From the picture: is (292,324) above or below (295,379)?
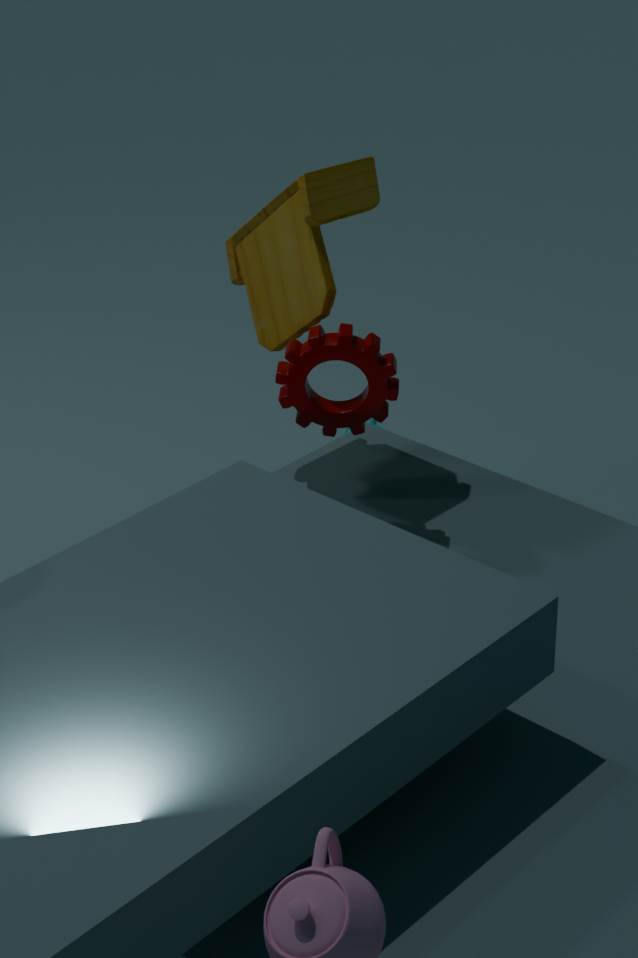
above
